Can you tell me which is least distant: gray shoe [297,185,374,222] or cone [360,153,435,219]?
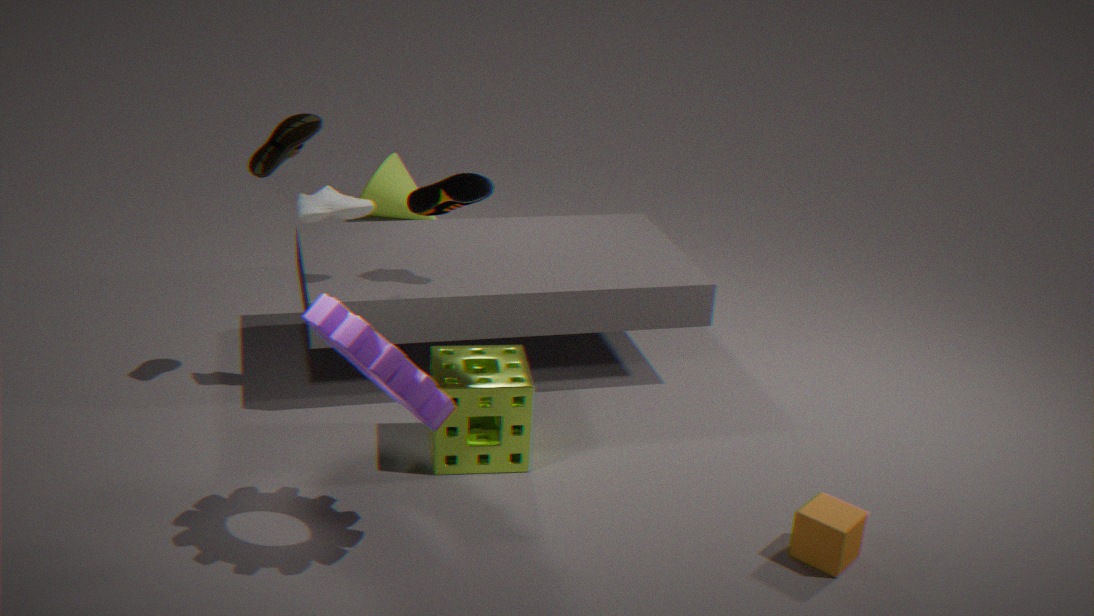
gray shoe [297,185,374,222]
